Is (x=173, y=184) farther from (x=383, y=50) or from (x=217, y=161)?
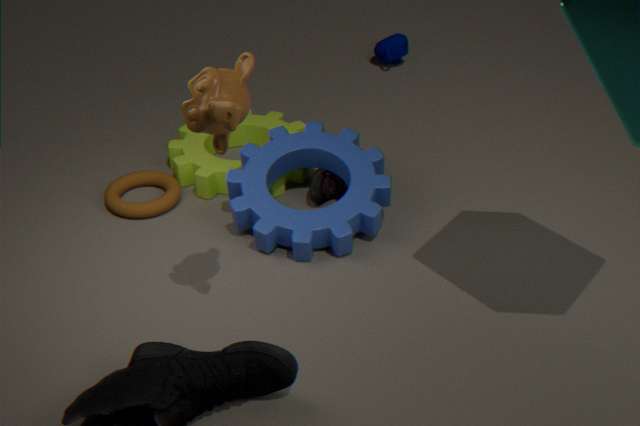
(x=383, y=50)
